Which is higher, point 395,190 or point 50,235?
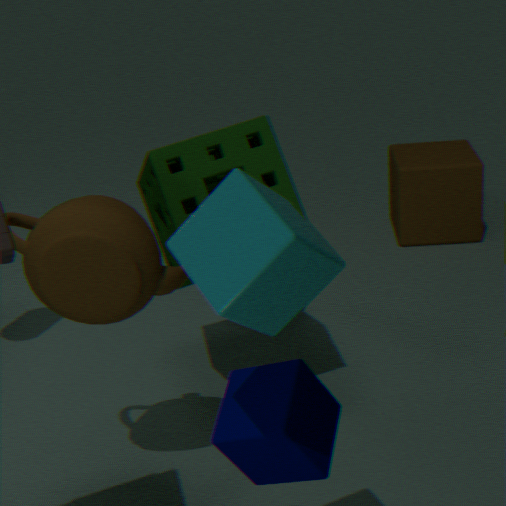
point 50,235
